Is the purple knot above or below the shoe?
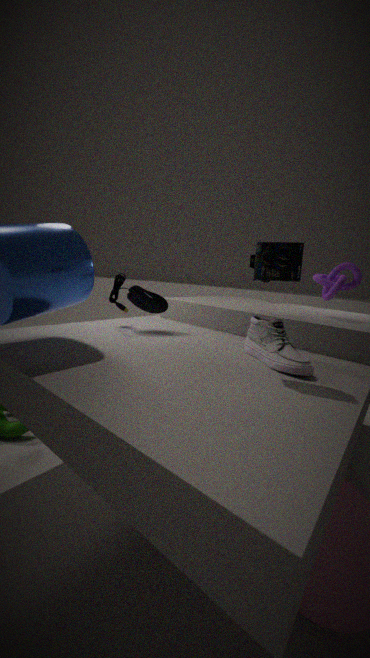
above
